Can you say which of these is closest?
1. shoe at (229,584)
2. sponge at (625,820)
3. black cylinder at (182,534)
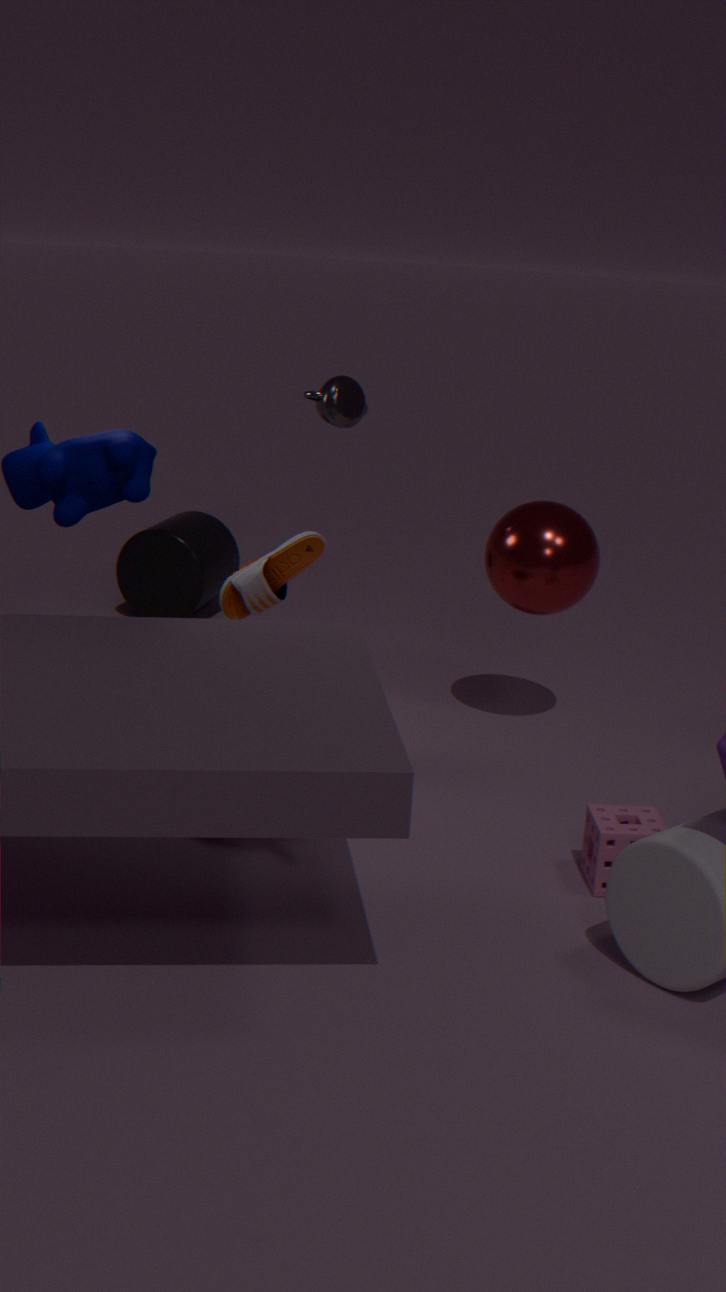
sponge at (625,820)
